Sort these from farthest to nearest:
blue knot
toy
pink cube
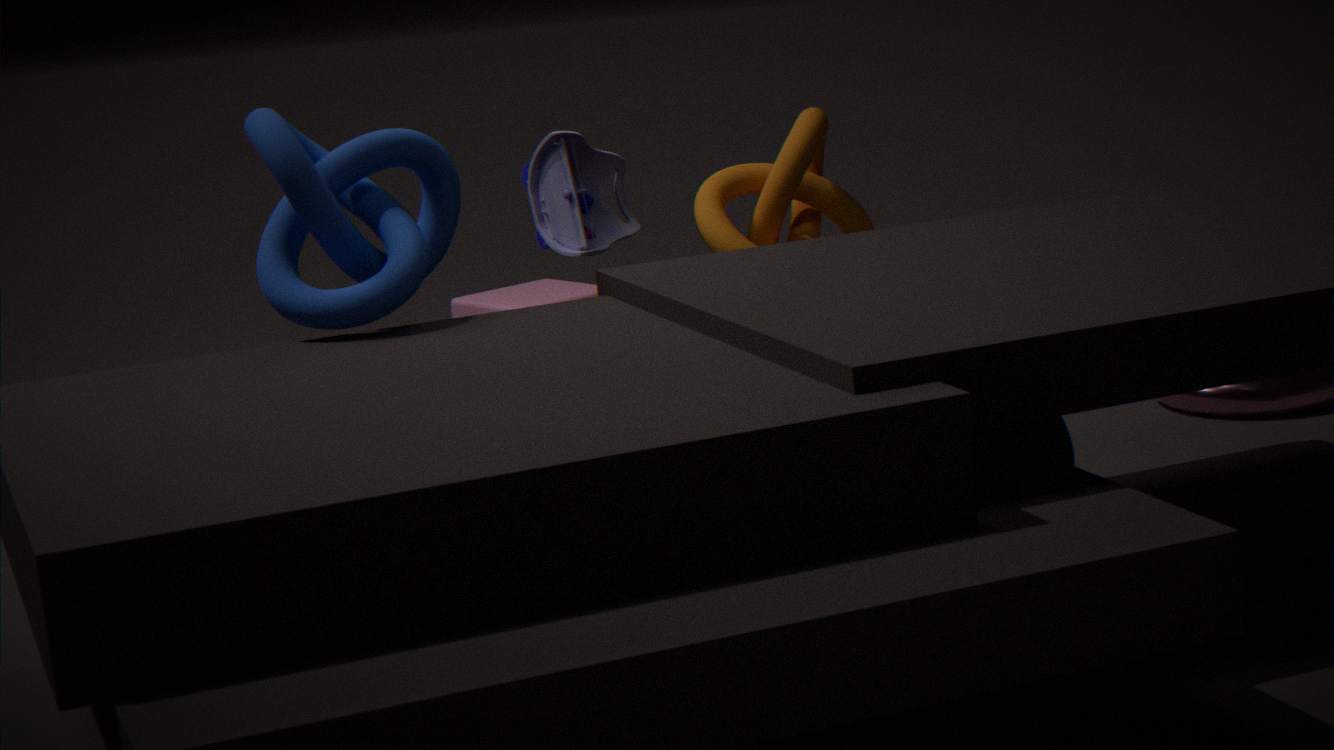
pink cube < toy < blue knot
